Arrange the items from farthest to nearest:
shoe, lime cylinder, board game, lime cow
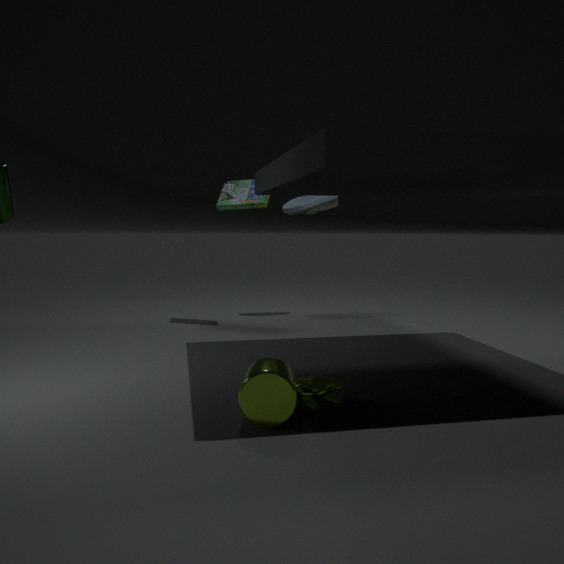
shoe → board game → lime cow → lime cylinder
